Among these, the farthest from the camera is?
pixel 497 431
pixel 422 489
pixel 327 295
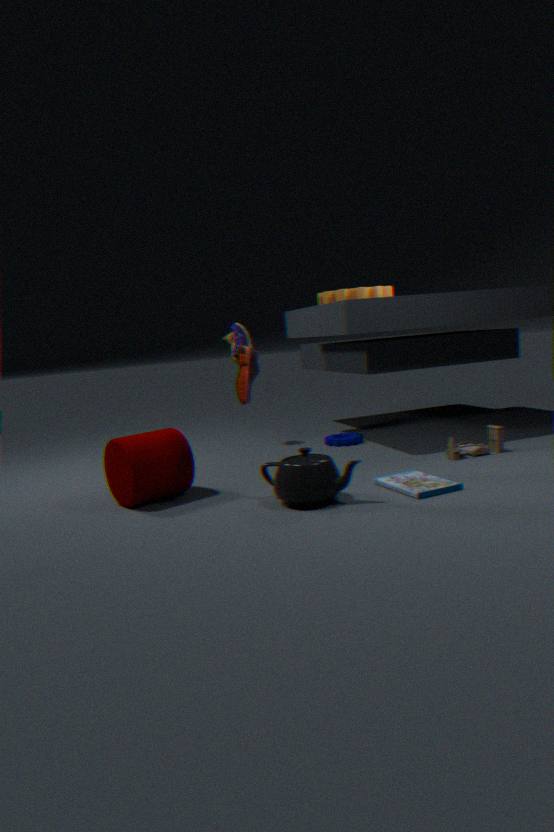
pixel 327 295
